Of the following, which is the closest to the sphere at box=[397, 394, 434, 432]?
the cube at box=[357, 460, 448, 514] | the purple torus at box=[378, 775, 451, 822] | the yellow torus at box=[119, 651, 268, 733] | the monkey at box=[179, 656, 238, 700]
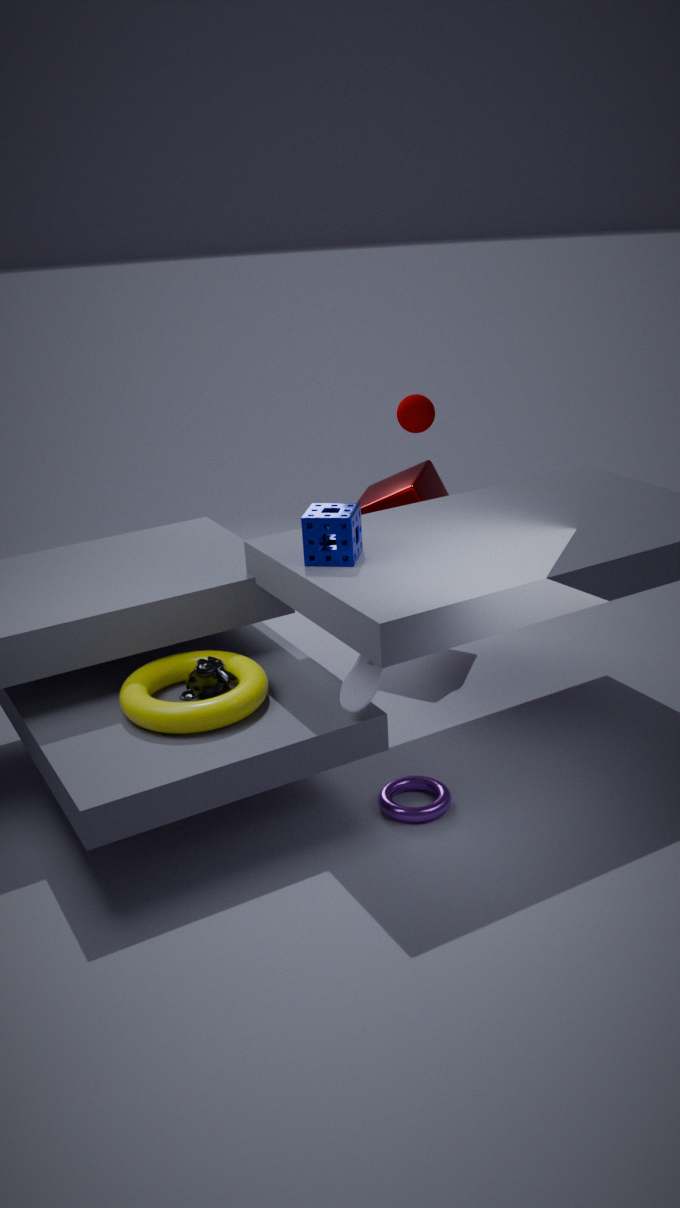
the cube at box=[357, 460, 448, 514]
